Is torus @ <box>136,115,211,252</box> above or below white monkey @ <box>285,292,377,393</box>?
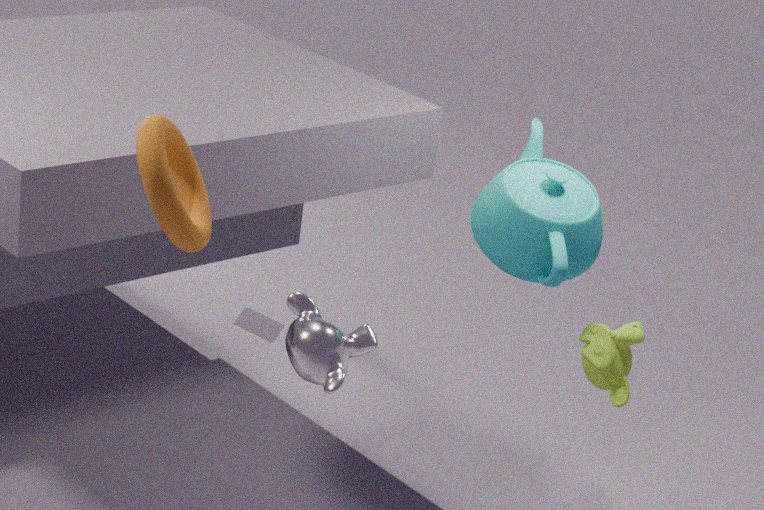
above
